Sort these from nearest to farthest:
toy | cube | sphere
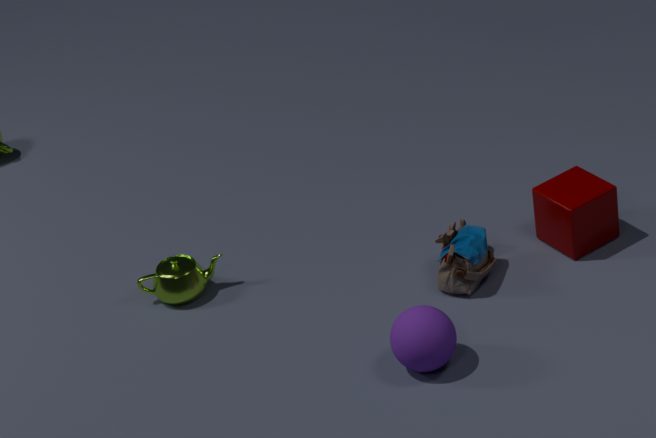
sphere
toy
cube
